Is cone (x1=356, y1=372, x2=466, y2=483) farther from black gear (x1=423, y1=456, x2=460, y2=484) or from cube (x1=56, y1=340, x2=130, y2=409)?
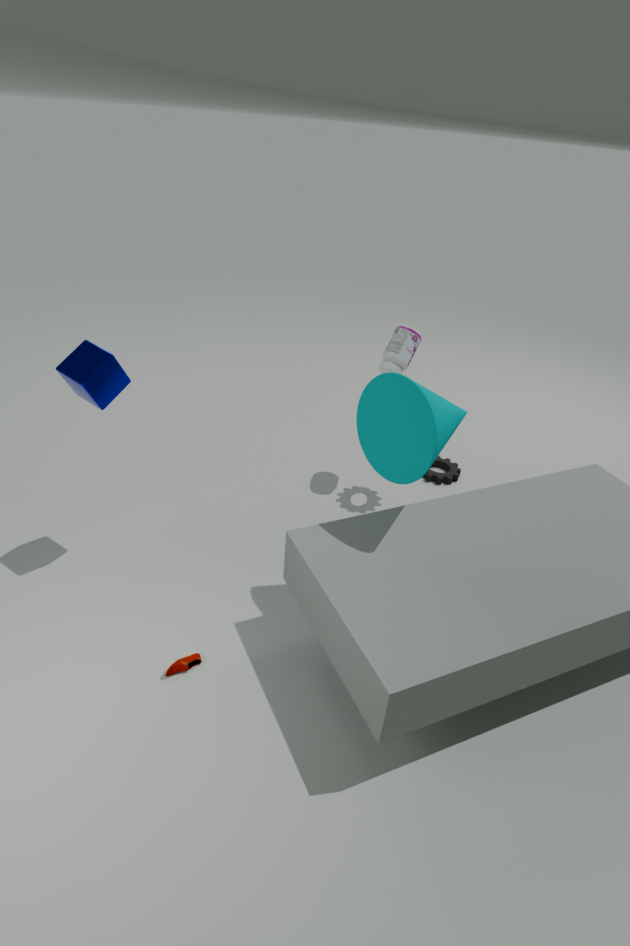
black gear (x1=423, y1=456, x2=460, y2=484)
